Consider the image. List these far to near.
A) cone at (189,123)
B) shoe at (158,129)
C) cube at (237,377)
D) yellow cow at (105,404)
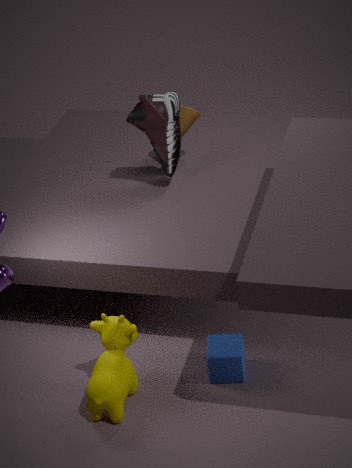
1. cone at (189,123)
2. shoe at (158,129)
3. cube at (237,377)
4. yellow cow at (105,404)
